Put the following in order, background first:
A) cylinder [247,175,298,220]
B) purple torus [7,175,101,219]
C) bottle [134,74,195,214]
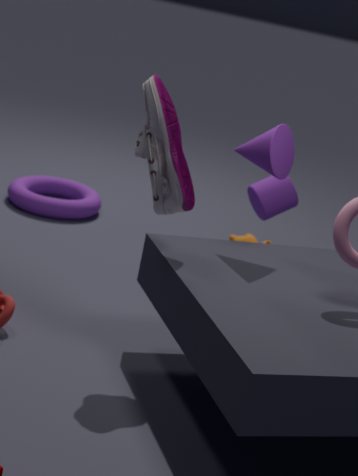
purple torus [7,175,101,219] → cylinder [247,175,298,220] → bottle [134,74,195,214]
